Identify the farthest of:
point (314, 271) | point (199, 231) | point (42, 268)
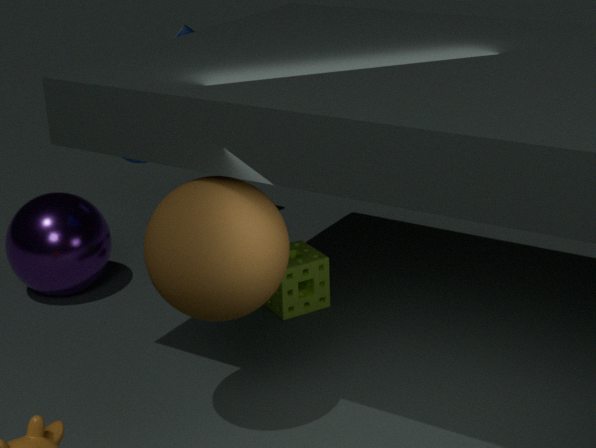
point (42, 268)
